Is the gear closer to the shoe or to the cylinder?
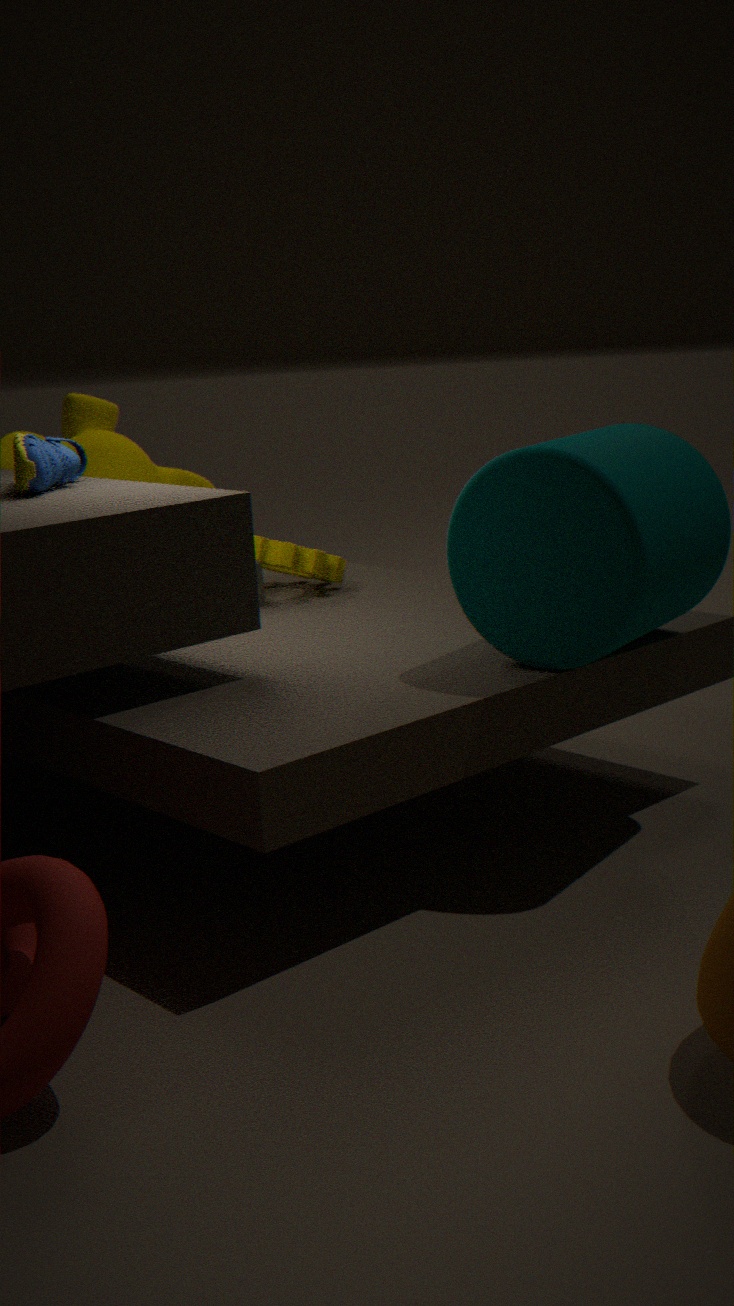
the shoe
